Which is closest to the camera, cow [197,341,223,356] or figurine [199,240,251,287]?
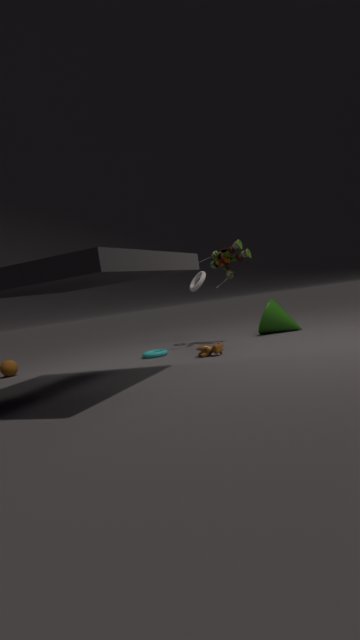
cow [197,341,223,356]
